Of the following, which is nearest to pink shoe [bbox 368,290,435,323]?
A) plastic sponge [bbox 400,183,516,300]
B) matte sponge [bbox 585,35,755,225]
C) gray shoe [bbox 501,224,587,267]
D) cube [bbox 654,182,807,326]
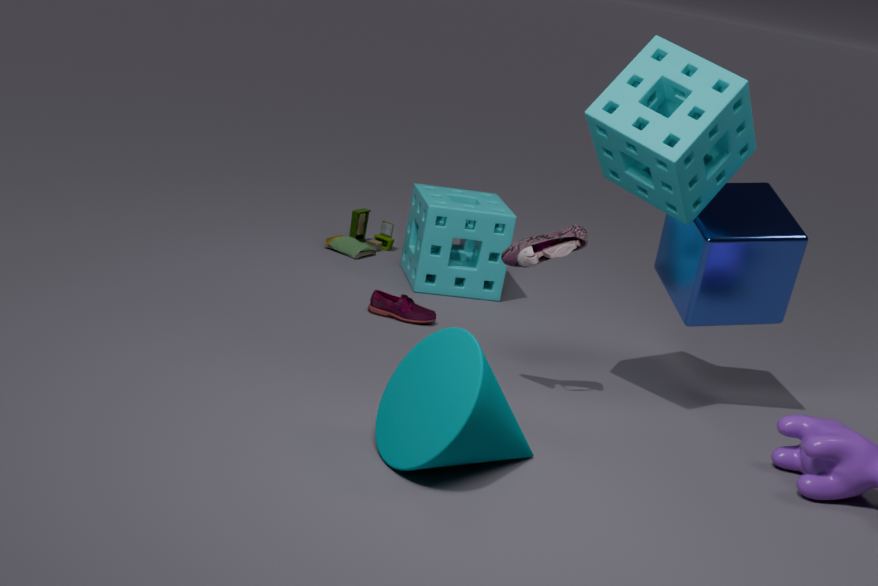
plastic sponge [bbox 400,183,516,300]
